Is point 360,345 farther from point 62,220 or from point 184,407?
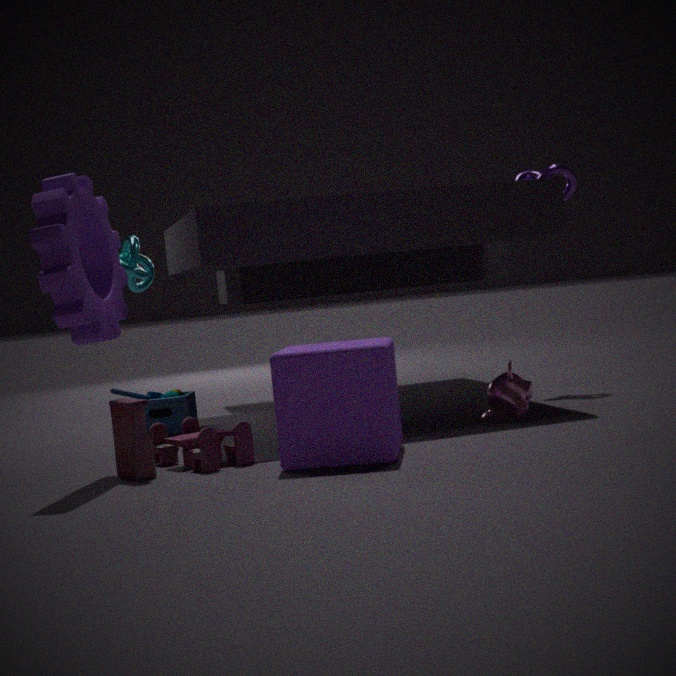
point 184,407
